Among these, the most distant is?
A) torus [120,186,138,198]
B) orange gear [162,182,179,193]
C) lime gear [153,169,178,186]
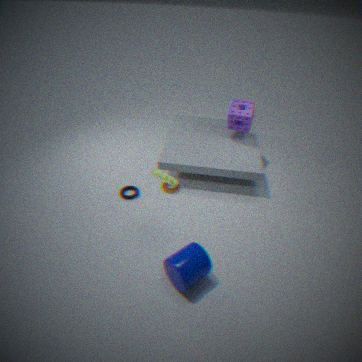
orange gear [162,182,179,193]
